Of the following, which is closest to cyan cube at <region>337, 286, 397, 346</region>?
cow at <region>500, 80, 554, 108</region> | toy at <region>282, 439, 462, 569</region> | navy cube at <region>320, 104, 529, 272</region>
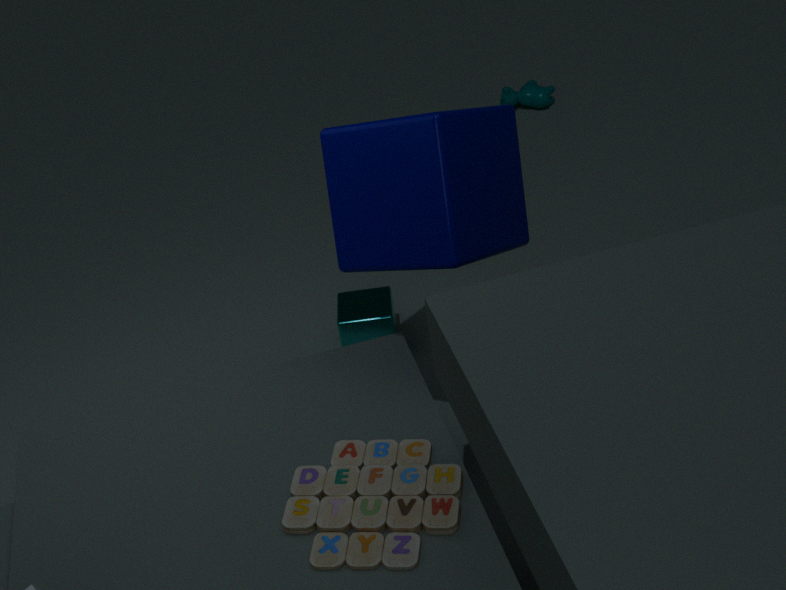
navy cube at <region>320, 104, 529, 272</region>
